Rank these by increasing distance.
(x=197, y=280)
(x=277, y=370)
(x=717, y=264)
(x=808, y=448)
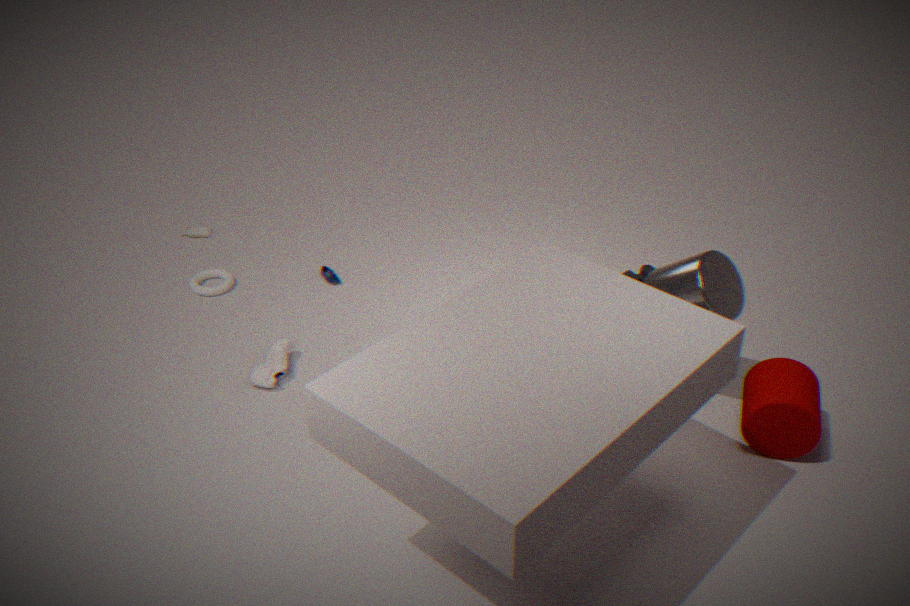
1. (x=808, y=448)
2. (x=717, y=264)
3. (x=277, y=370)
4. (x=197, y=280)
